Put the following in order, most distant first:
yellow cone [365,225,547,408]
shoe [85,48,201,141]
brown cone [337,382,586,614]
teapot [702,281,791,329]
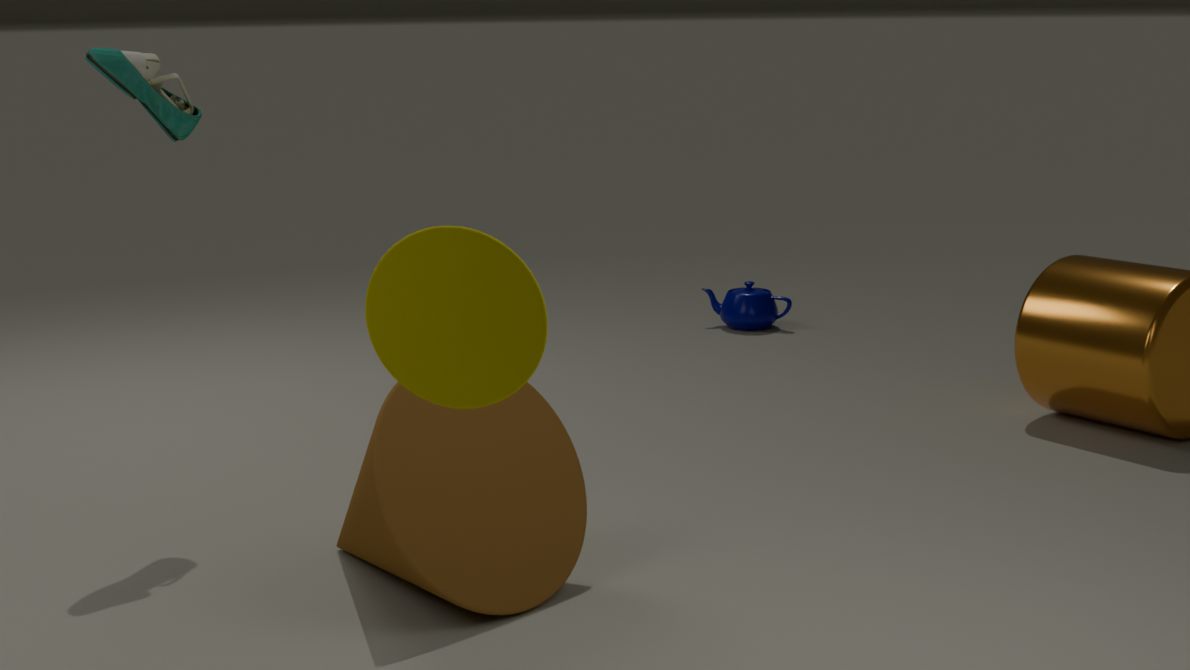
teapot [702,281,791,329] → shoe [85,48,201,141] → brown cone [337,382,586,614] → yellow cone [365,225,547,408]
